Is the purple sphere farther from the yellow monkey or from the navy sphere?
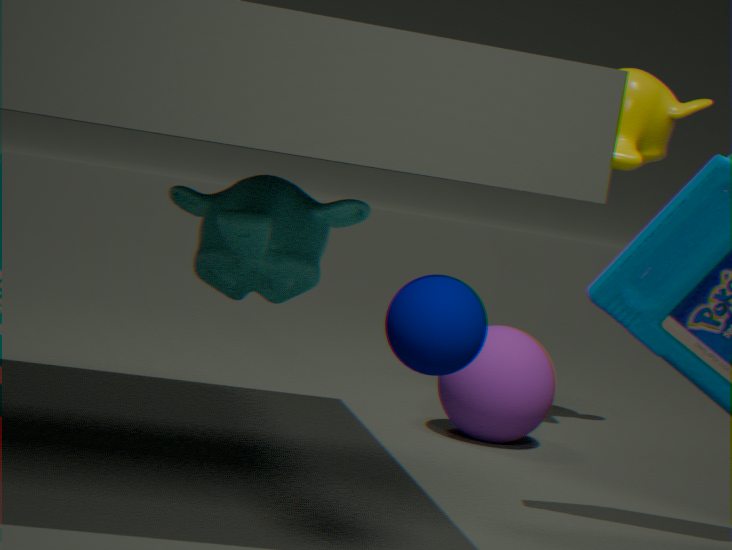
the navy sphere
